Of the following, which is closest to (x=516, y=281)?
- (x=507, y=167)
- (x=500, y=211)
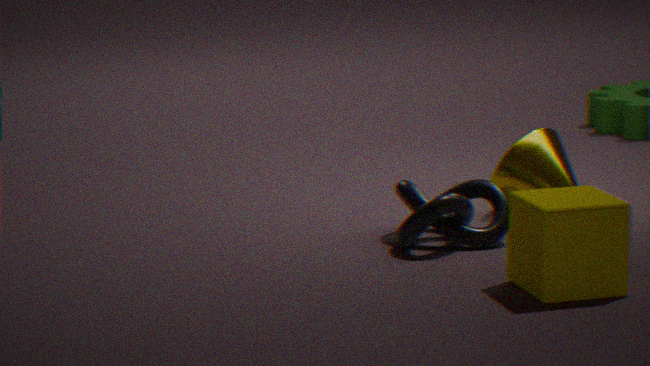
(x=500, y=211)
